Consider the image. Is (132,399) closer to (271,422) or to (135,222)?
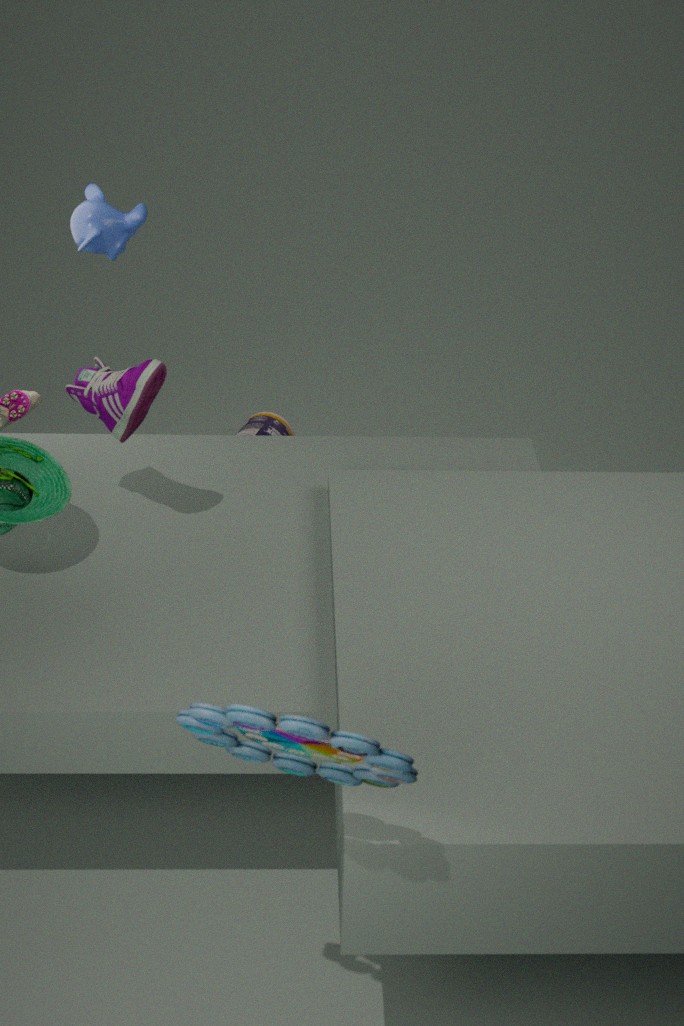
(135,222)
